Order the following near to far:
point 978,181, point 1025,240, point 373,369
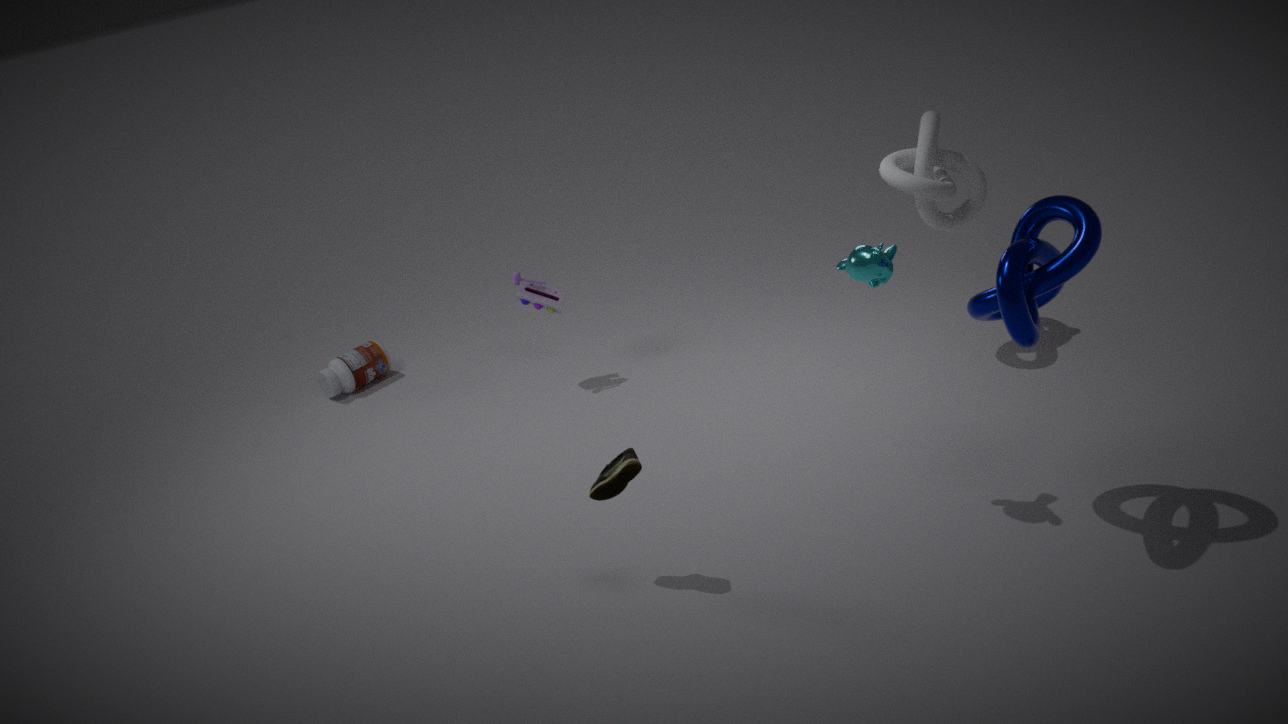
point 1025,240 < point 978,181 < point 373,369
